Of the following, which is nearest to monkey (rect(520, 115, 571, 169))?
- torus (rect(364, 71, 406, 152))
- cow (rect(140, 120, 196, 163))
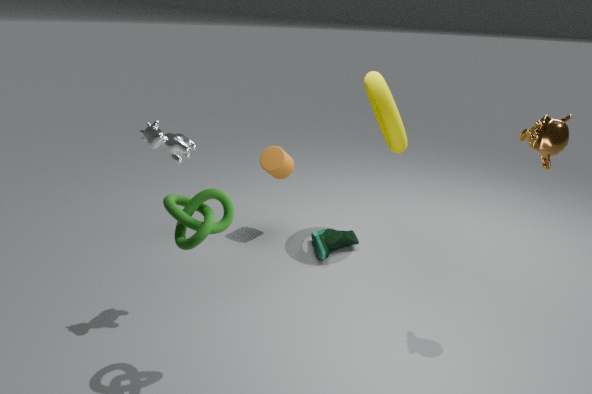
torus (rect(364, 71, 406, 152))
